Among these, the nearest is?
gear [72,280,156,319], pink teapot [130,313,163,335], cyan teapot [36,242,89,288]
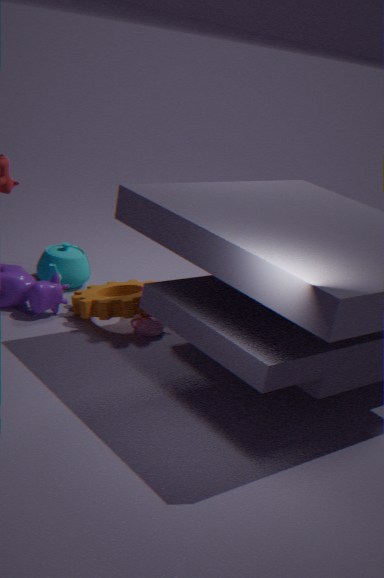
gear [72,280,156,319]
